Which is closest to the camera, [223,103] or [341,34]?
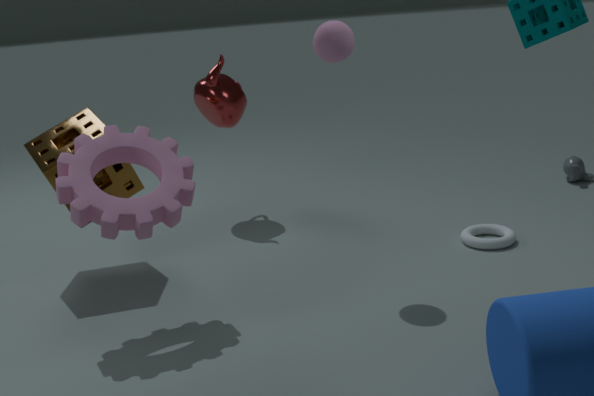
[341,34]
